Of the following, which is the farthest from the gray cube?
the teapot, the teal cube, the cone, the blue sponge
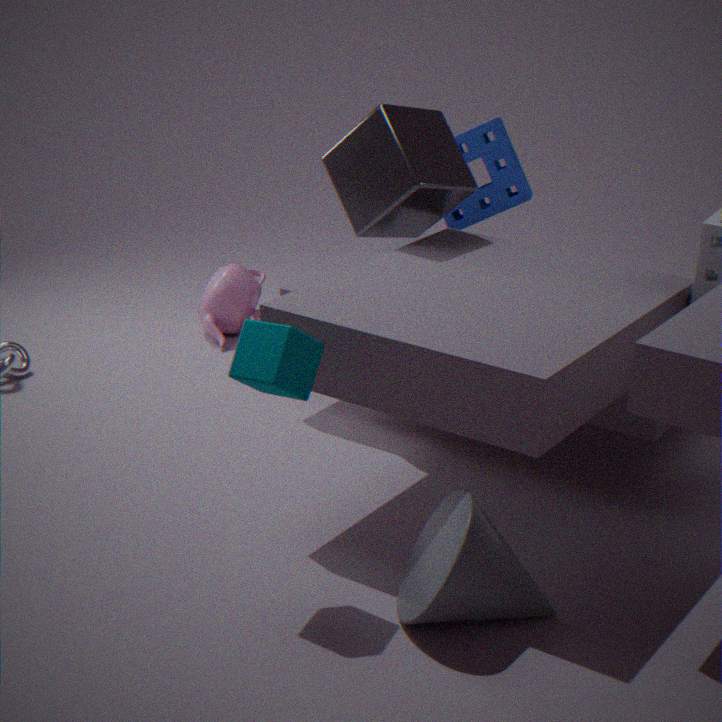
the cone
